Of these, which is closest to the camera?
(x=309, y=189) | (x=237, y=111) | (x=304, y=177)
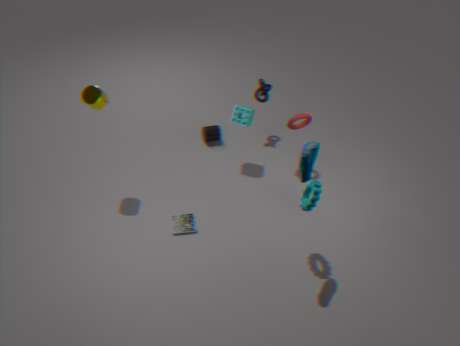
(x=304, y=177)
